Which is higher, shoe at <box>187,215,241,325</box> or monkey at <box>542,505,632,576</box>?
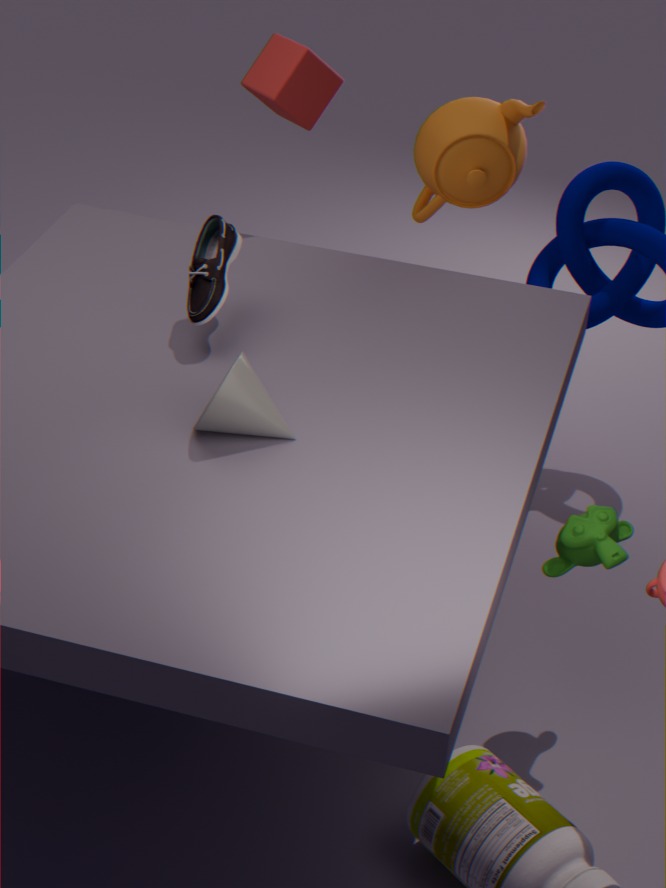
shoe at <box>187,215,241,325</box>
